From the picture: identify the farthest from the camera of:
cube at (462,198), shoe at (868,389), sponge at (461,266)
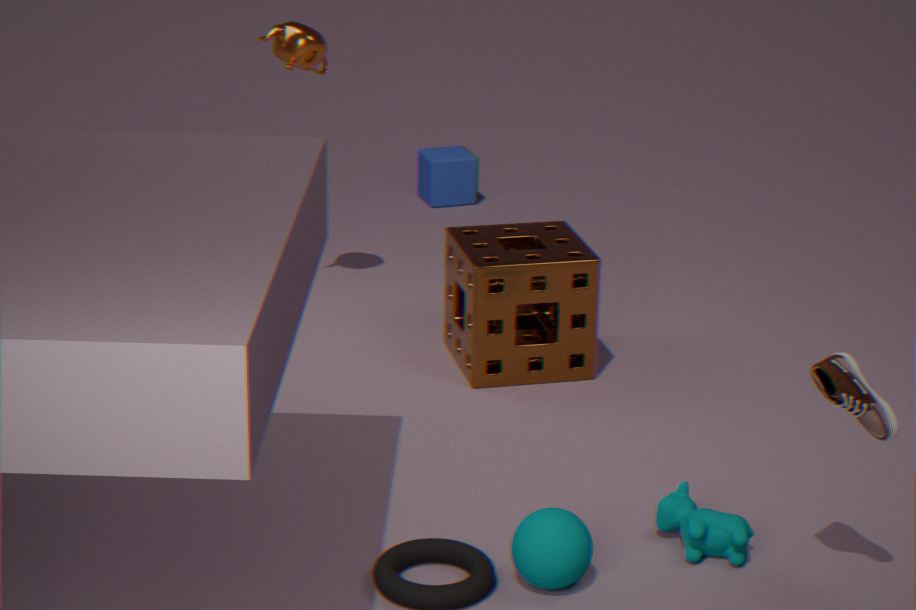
cube at (462,198)
